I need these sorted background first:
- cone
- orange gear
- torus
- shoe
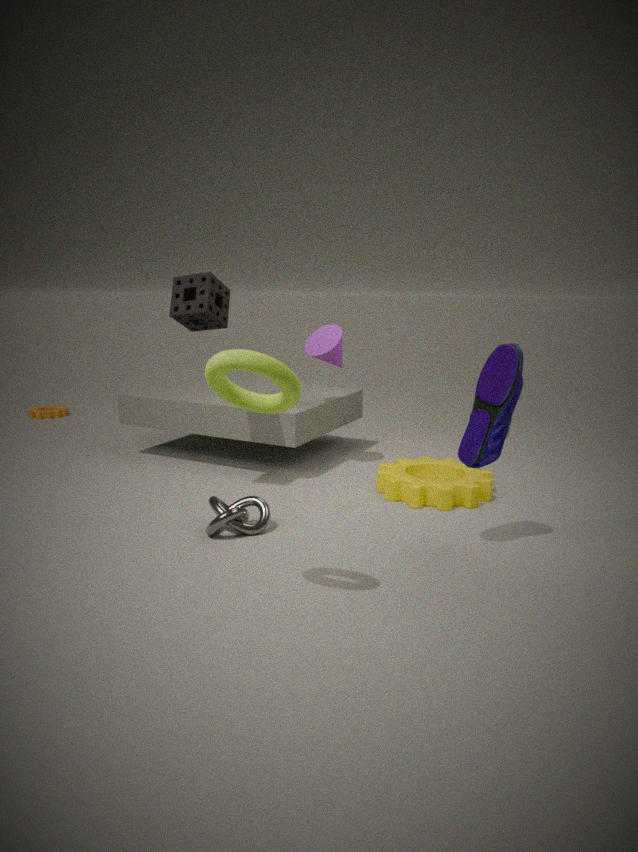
orange gear < cone < shoe < torus
